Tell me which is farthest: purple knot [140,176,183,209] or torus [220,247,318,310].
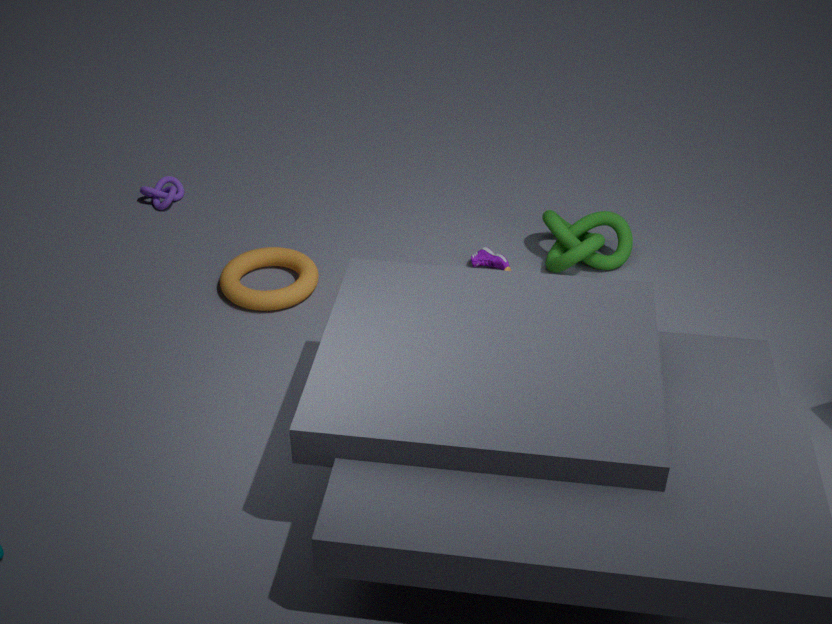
purple knot [140,176,183,209]
